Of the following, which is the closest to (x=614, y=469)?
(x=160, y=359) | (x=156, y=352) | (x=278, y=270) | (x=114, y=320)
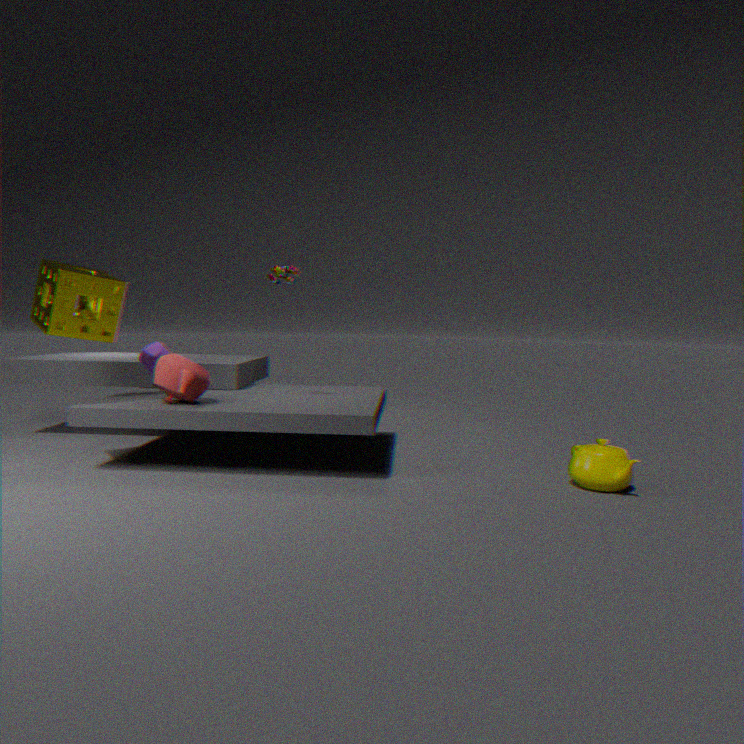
(x=278, y=270)
